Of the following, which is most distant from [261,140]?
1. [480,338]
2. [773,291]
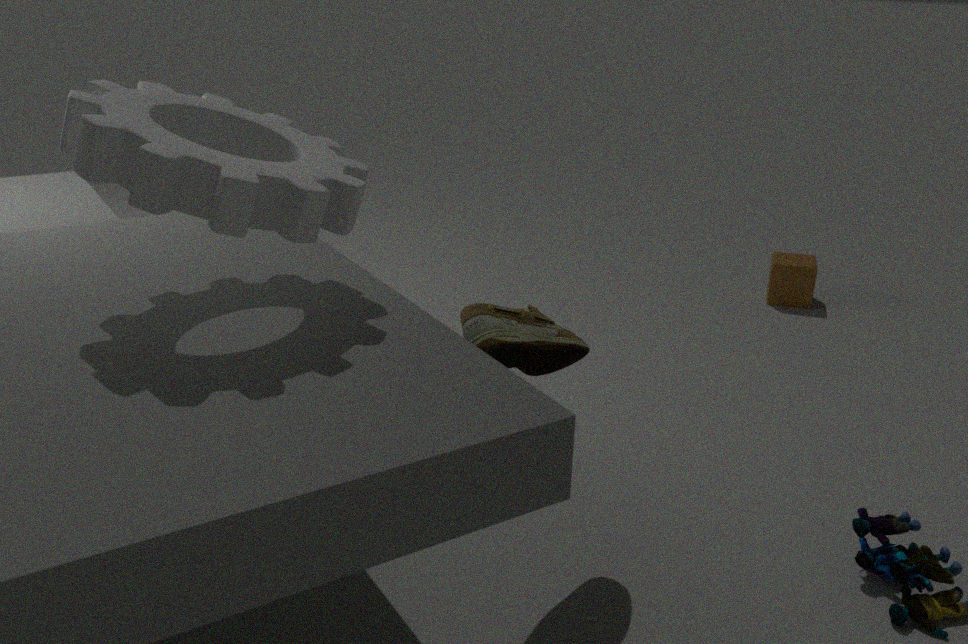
[773,291]
